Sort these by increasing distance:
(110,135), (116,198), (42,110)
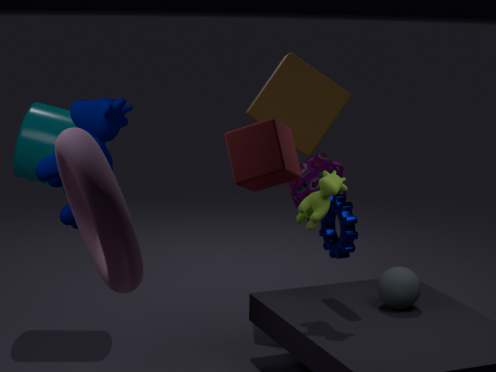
(116,198)
(110,135)
(42,110)
